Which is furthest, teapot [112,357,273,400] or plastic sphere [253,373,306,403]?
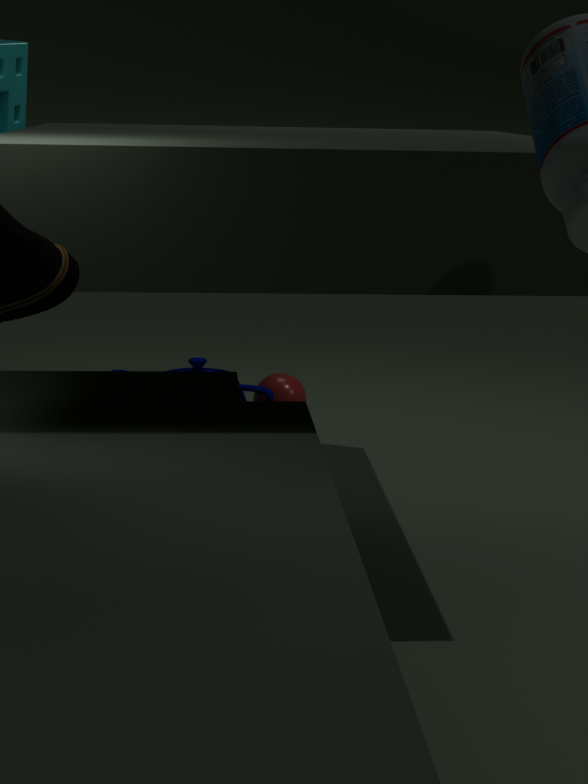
plastic sphere [253,373,306,403]
